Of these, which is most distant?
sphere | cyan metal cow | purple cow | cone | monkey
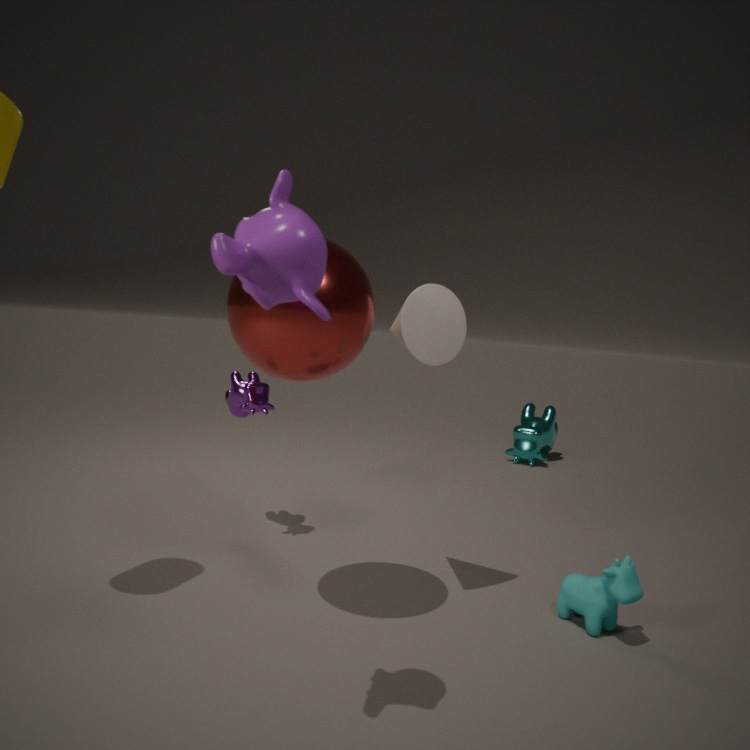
cyan metal cow
